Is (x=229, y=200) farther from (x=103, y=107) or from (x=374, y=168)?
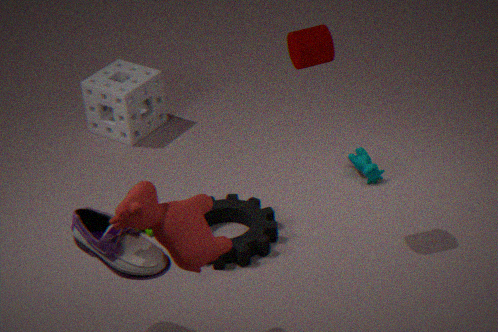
(x=103, y=107)
